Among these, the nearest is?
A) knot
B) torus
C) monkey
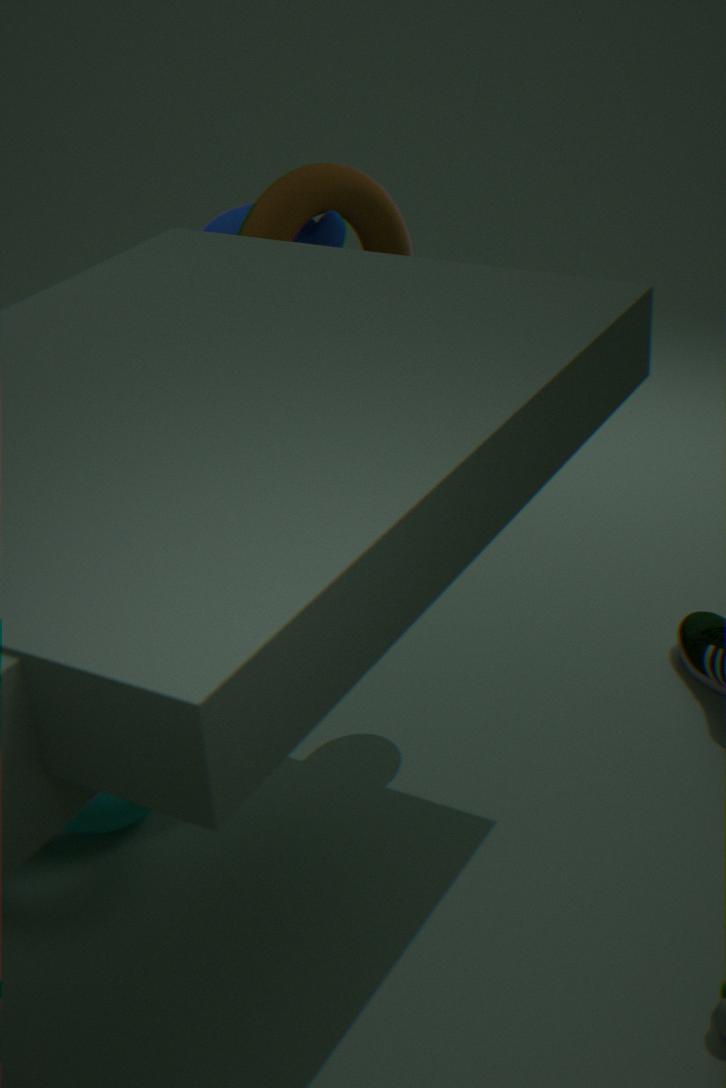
knot
